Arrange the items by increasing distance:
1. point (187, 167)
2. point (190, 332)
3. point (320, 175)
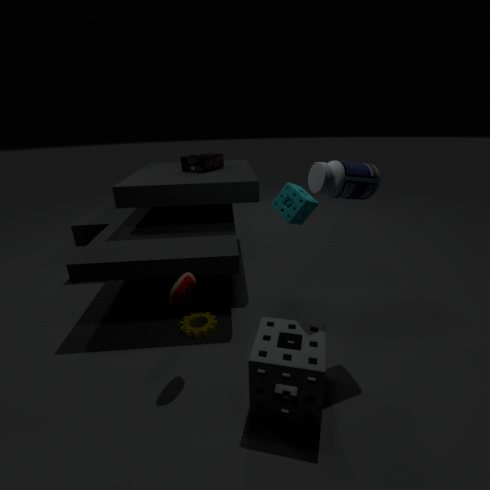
1. point (320, 175)
2. point (190, 332)
3. point (187, 167)
